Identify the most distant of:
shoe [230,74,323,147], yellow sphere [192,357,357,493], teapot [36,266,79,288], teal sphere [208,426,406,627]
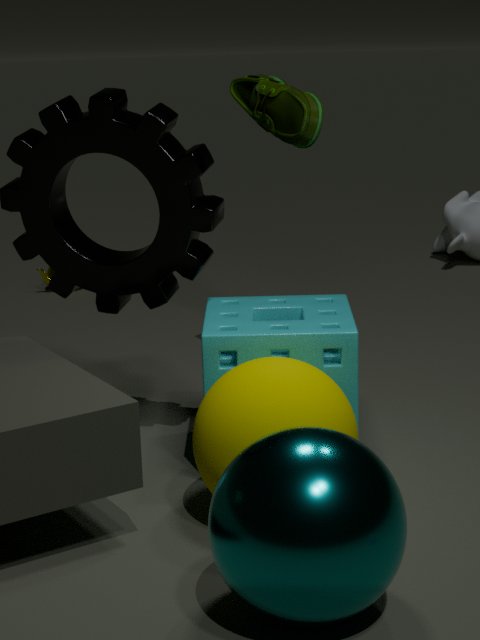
teapot [36,266,79,288]
